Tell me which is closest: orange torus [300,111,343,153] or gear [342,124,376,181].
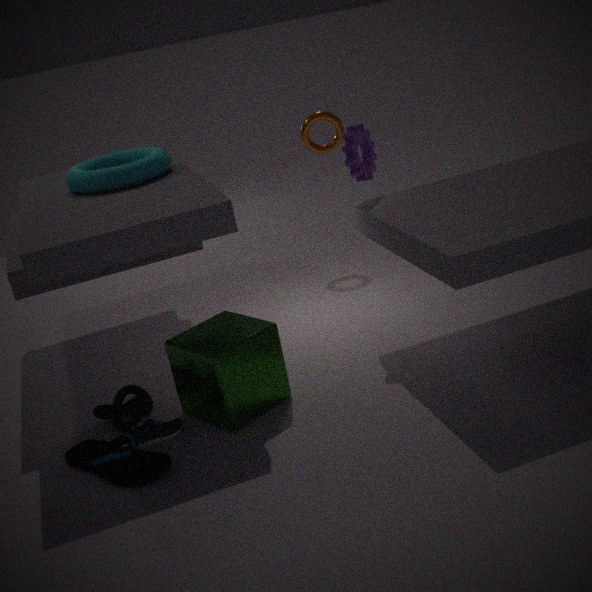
gear [342,124,376,181]
